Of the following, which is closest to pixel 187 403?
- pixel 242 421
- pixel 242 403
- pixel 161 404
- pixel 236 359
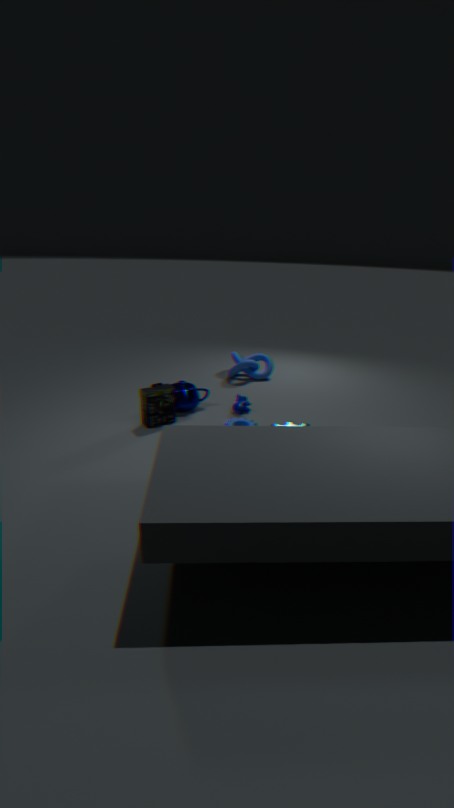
pixel 161 404
